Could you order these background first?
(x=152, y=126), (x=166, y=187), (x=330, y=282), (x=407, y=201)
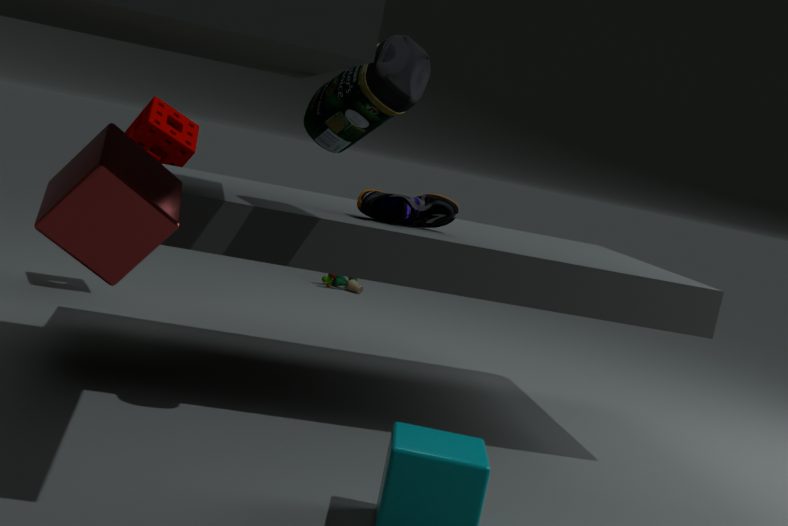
(x=330, y=282) < (x=152, y=126) < (x=407, y=201) < (x=166, y=187)
